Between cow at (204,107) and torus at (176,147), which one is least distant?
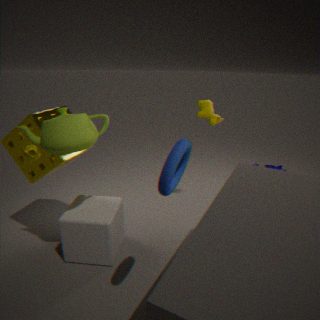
torus at (176,147)
